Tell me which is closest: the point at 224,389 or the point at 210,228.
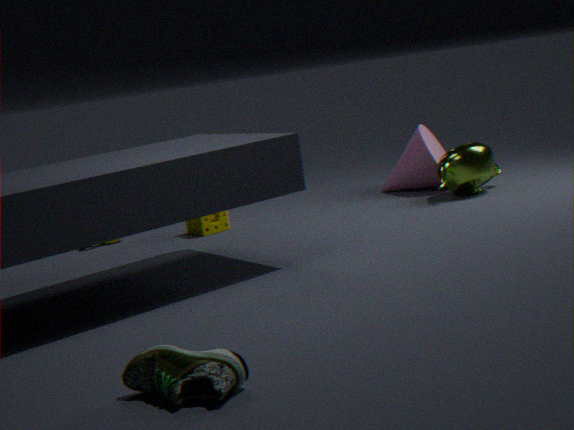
the point at 224,389
